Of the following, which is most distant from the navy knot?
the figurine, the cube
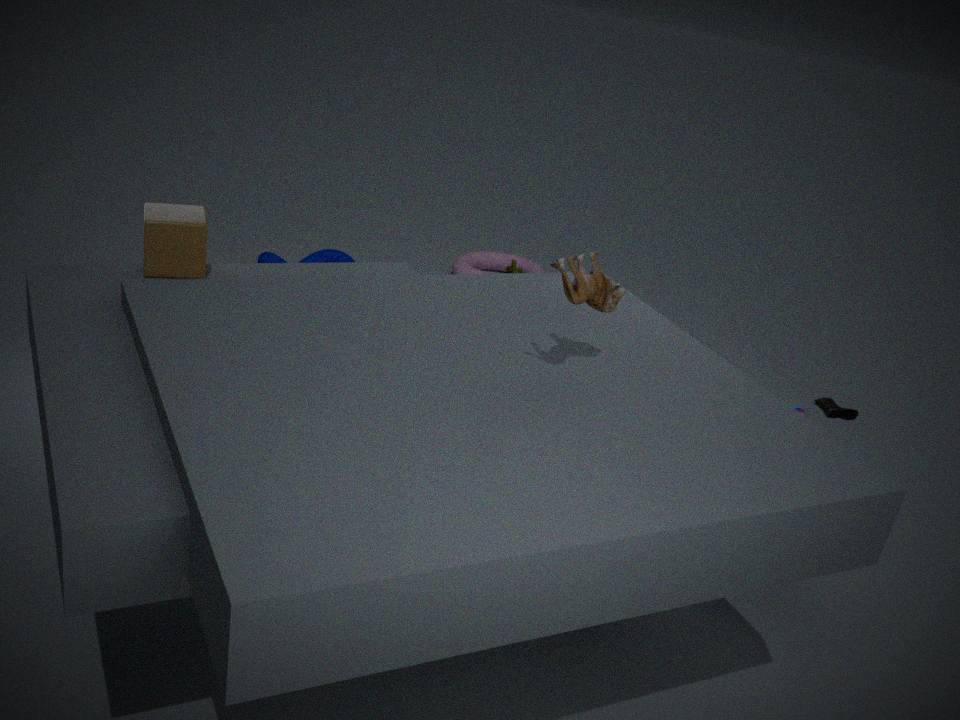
the figurine
